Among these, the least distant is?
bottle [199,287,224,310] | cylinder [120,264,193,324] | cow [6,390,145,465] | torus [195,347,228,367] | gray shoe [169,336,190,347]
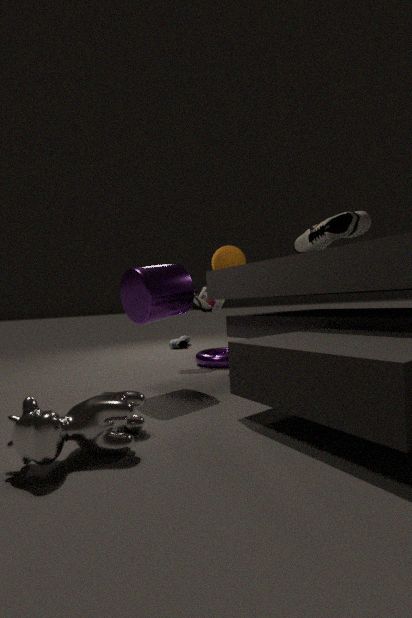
cow [6,390,145,465]
